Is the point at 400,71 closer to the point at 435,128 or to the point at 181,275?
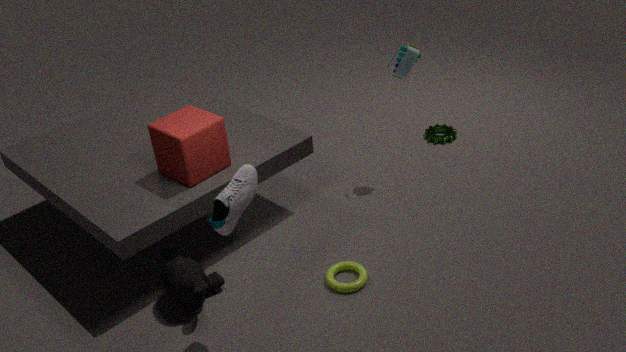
the point at 435,128
